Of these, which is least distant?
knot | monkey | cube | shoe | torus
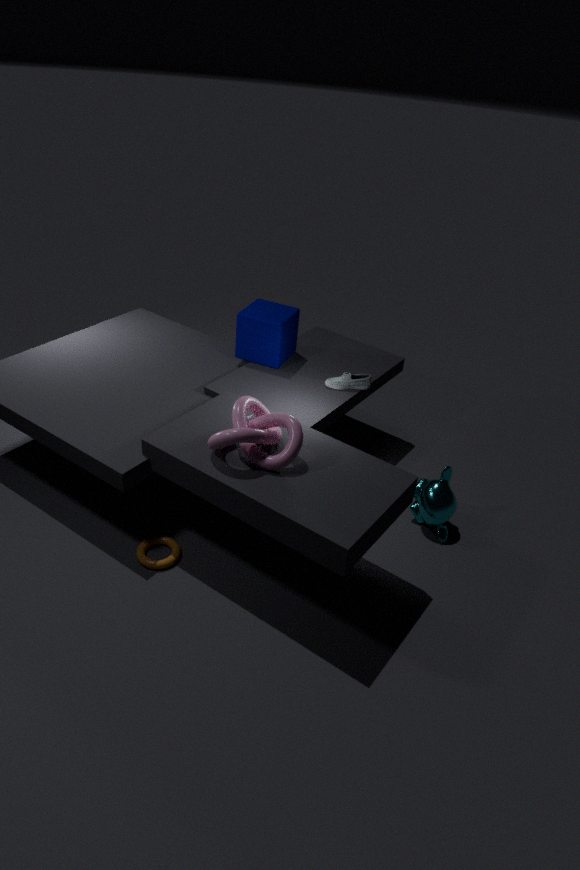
knot
